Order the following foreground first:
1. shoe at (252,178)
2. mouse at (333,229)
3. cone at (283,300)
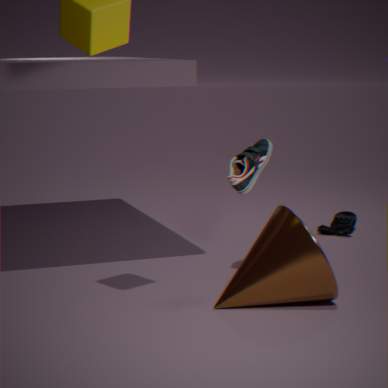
1. cone at (283,300)
2. shoe at (252,178)
3. mouse at (333,229)
